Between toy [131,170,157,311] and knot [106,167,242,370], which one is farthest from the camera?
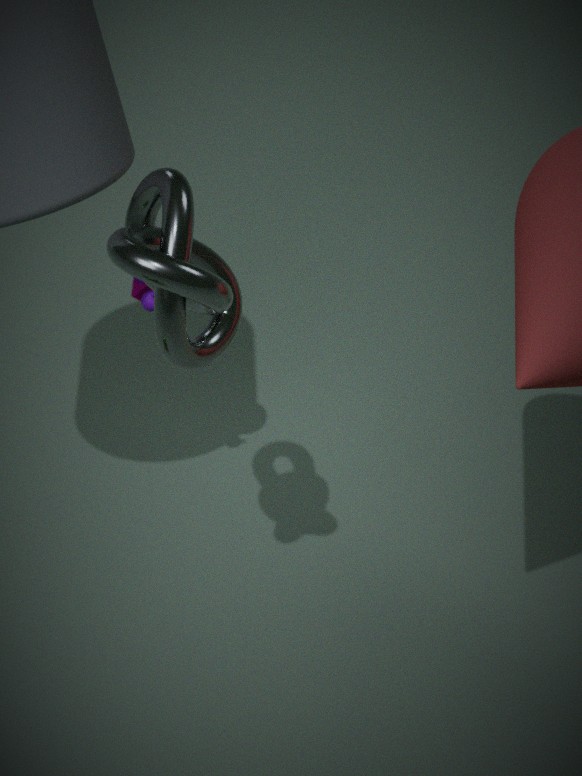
toy [131,170,157,311]
